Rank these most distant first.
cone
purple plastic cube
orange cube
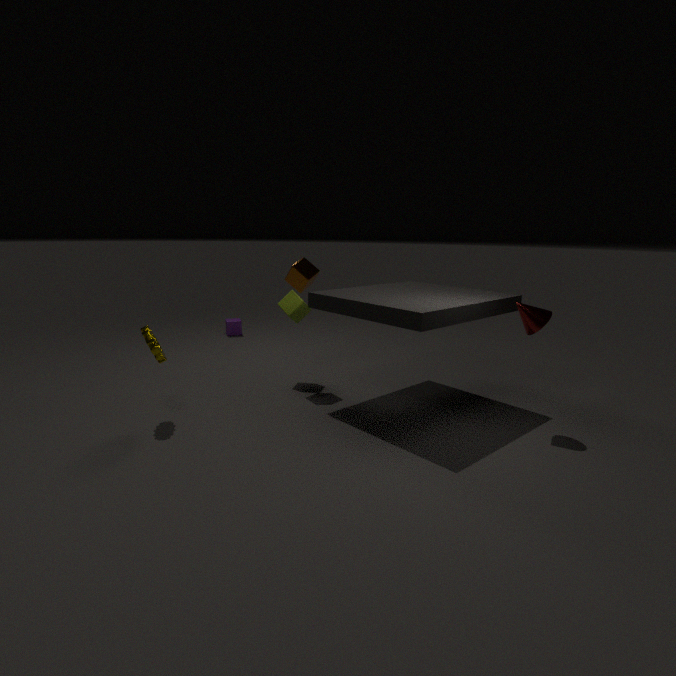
purple plastic cube < orange cube < cone
